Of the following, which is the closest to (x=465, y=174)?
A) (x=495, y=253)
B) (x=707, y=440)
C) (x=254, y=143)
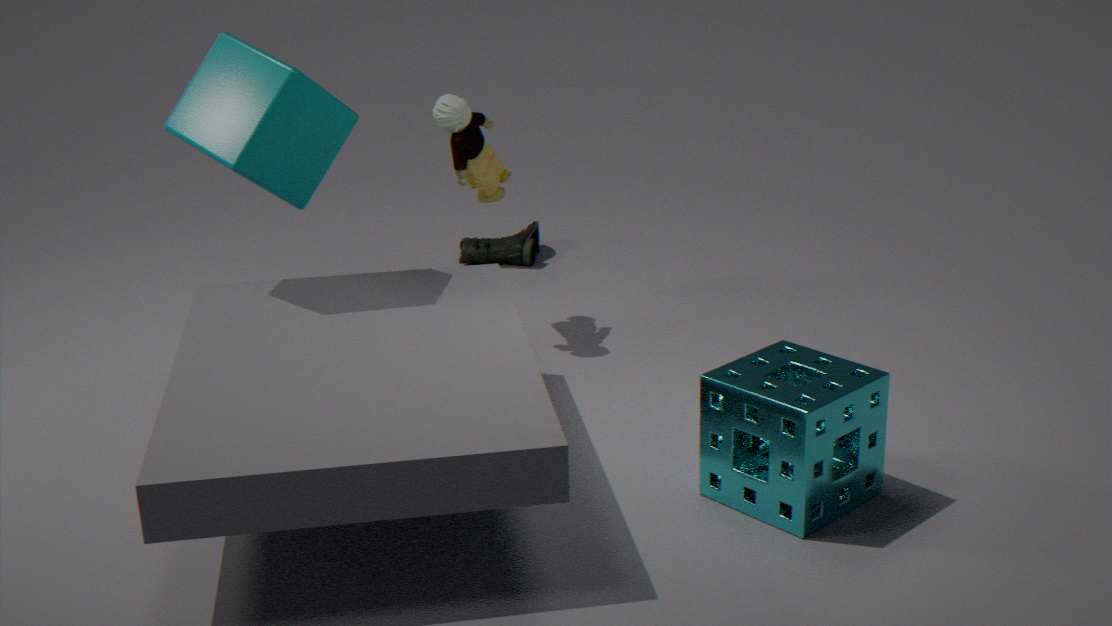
(x=254, y=143)
